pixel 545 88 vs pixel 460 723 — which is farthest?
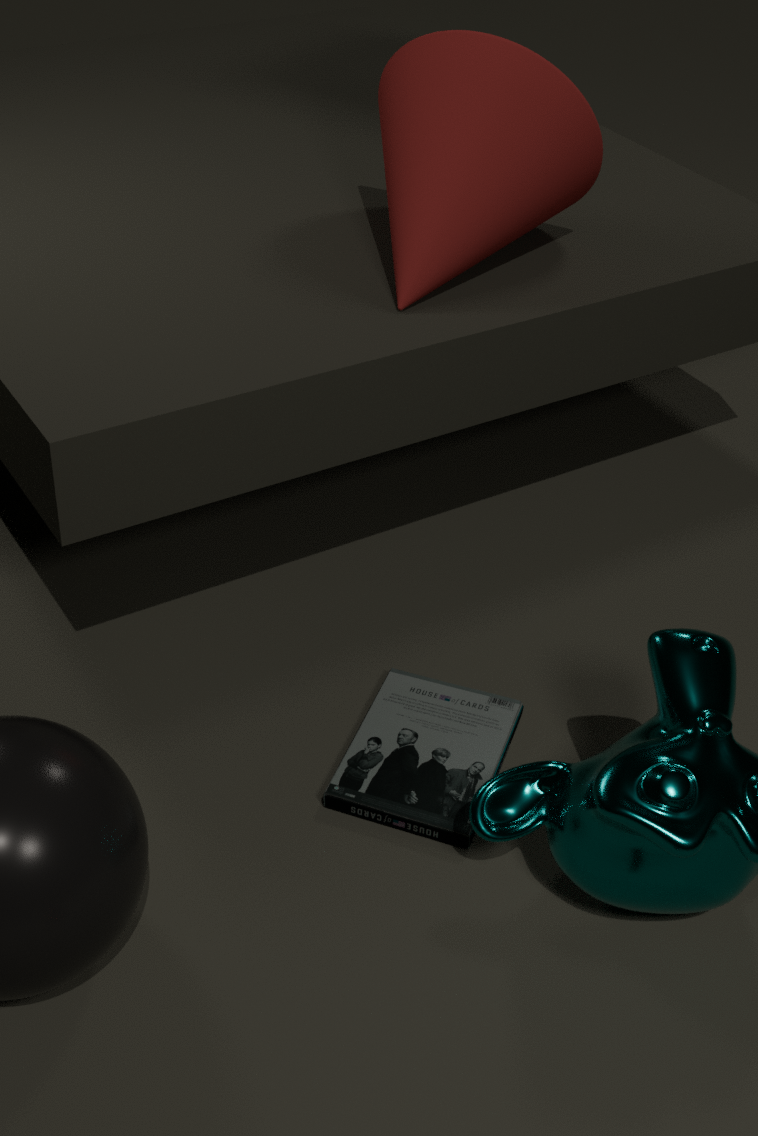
pixel 545 88
